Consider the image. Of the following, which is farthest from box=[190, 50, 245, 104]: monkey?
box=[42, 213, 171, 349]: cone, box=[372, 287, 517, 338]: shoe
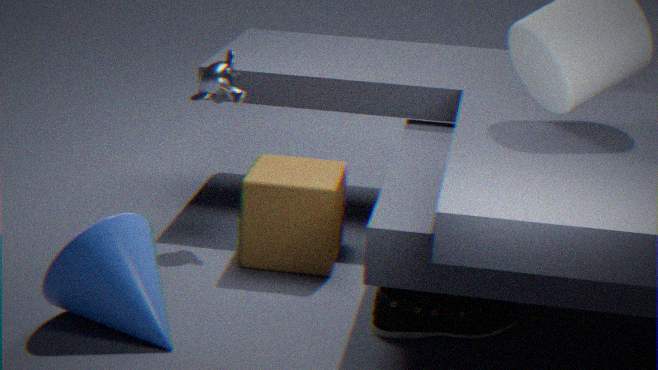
box=[372, 287, 517, 338]: shoe
